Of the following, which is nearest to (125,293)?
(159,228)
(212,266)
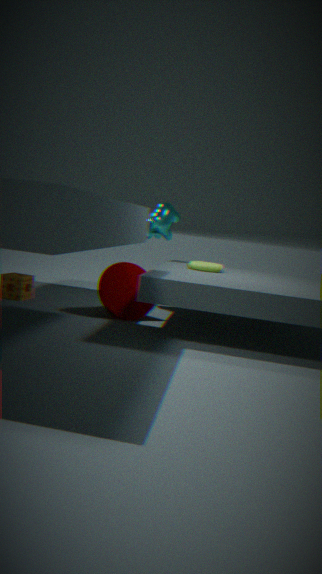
(212,266)
